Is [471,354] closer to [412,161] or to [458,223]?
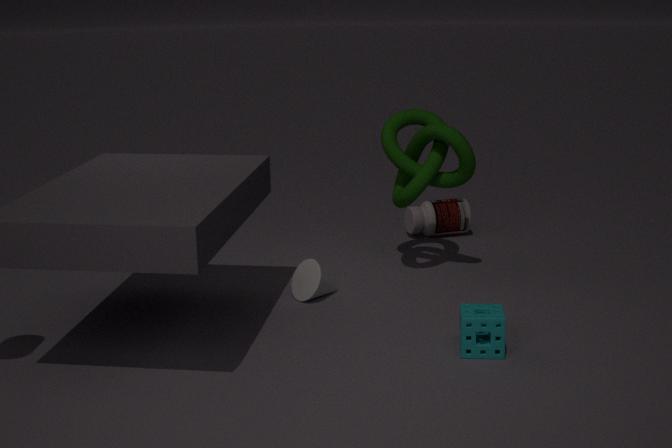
[412,161]
